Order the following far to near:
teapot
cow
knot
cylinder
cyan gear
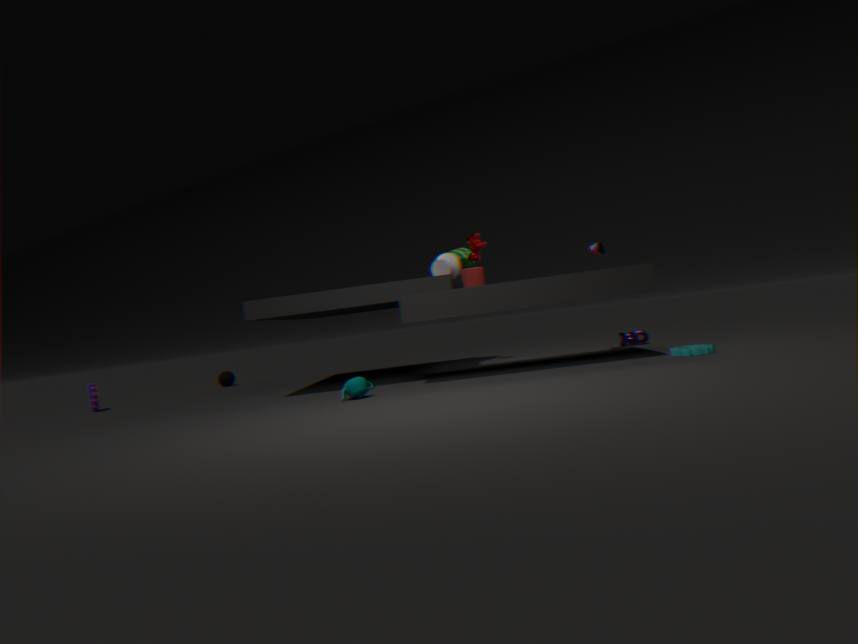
cow, knot, cylinder, cyan gear, teapot
